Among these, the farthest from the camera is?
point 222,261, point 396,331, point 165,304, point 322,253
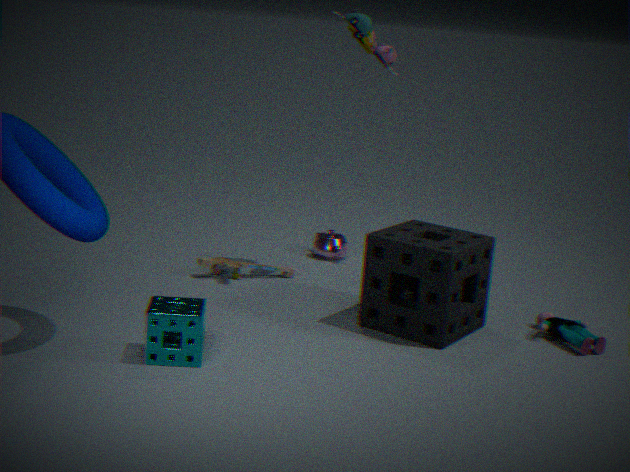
point 322,253
